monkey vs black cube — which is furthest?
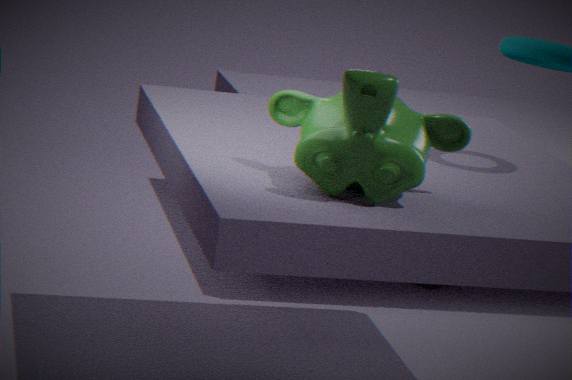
black cube
